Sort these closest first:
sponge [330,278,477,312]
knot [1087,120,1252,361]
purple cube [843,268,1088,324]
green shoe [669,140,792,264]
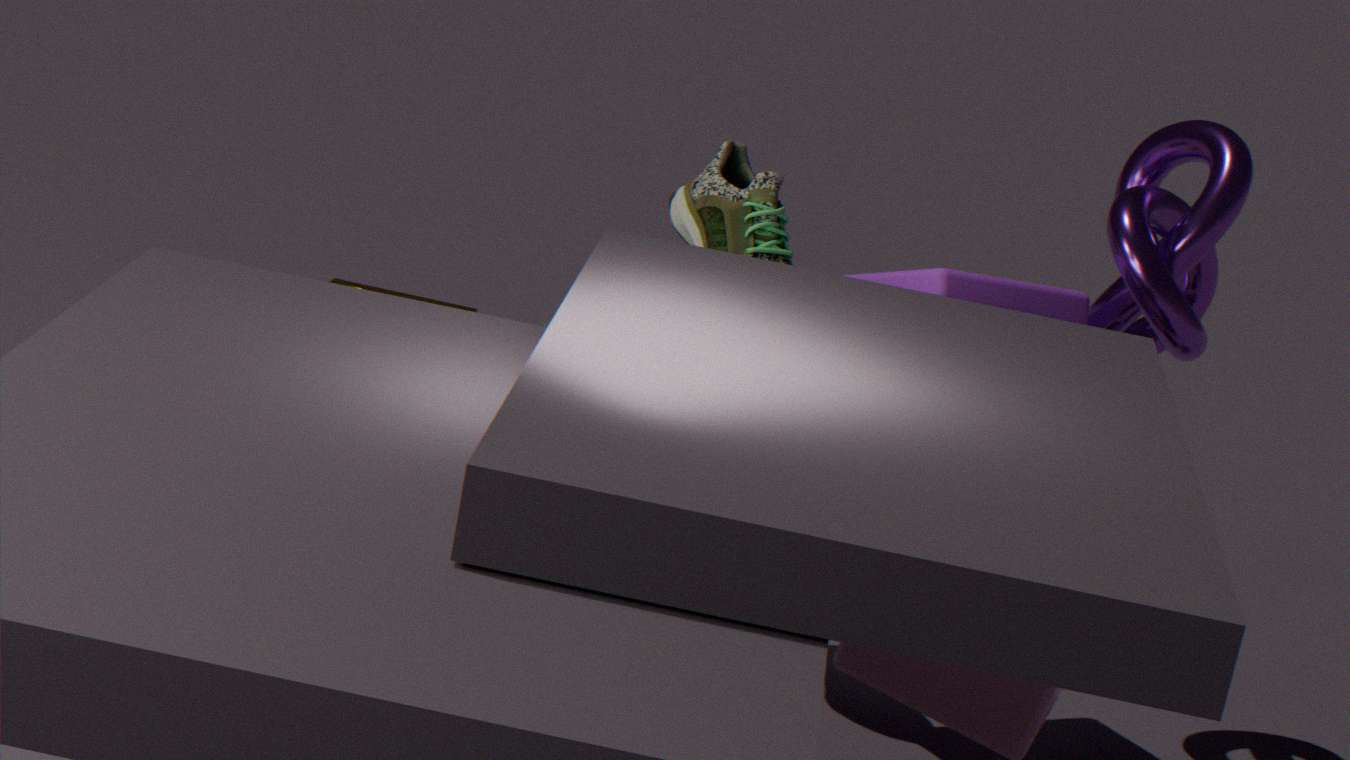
purple cube [843,268,1088,324]
knot [1087,120,1252,361]
green shoe [669,140,792,264]
sponge [330,278,477,312]
